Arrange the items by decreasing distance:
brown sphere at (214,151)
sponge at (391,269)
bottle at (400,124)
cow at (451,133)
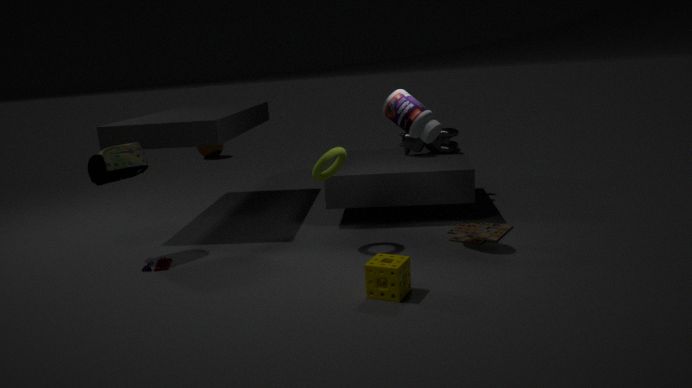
brown sphere at (214,151) < cow at (451,133) < bottle at (400,124) < sponge at (391,269)
